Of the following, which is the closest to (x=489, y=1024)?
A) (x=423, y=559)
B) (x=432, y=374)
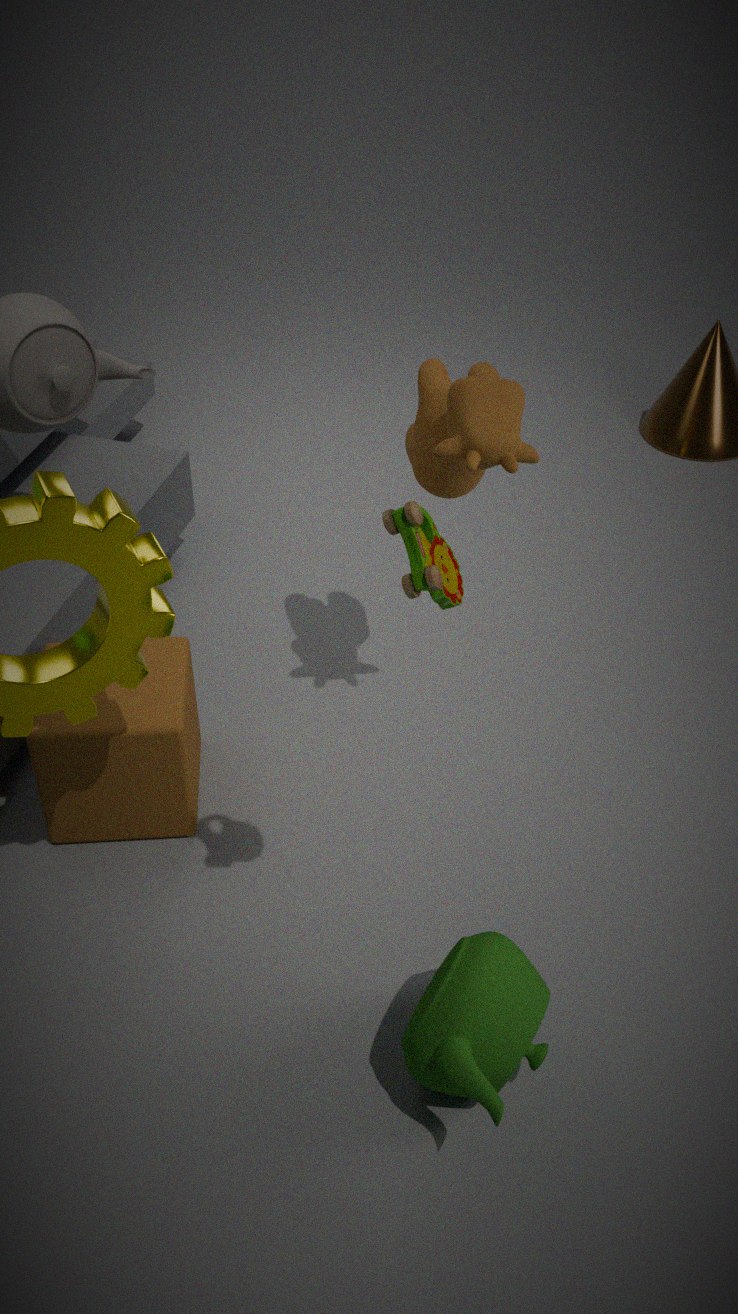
(x=423, y=559)
